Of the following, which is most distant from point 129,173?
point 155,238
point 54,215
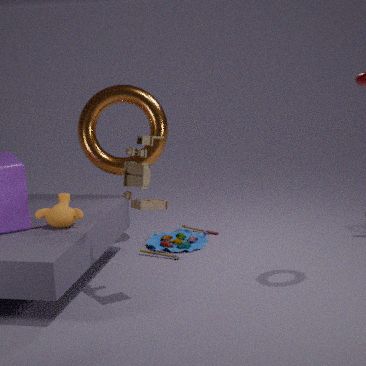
point 155,238
